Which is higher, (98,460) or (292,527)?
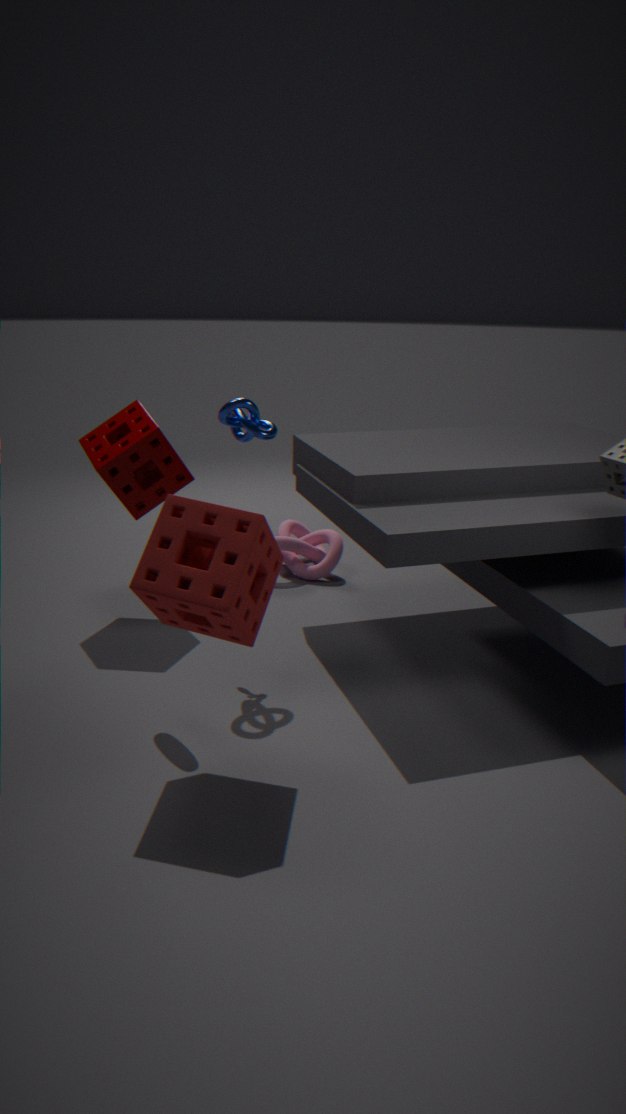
(98,460)
